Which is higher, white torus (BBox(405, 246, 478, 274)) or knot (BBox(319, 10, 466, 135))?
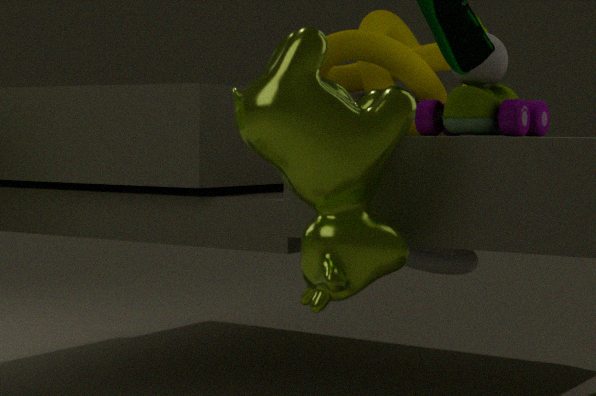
knot (BBox(319, 10, 466, 135))
